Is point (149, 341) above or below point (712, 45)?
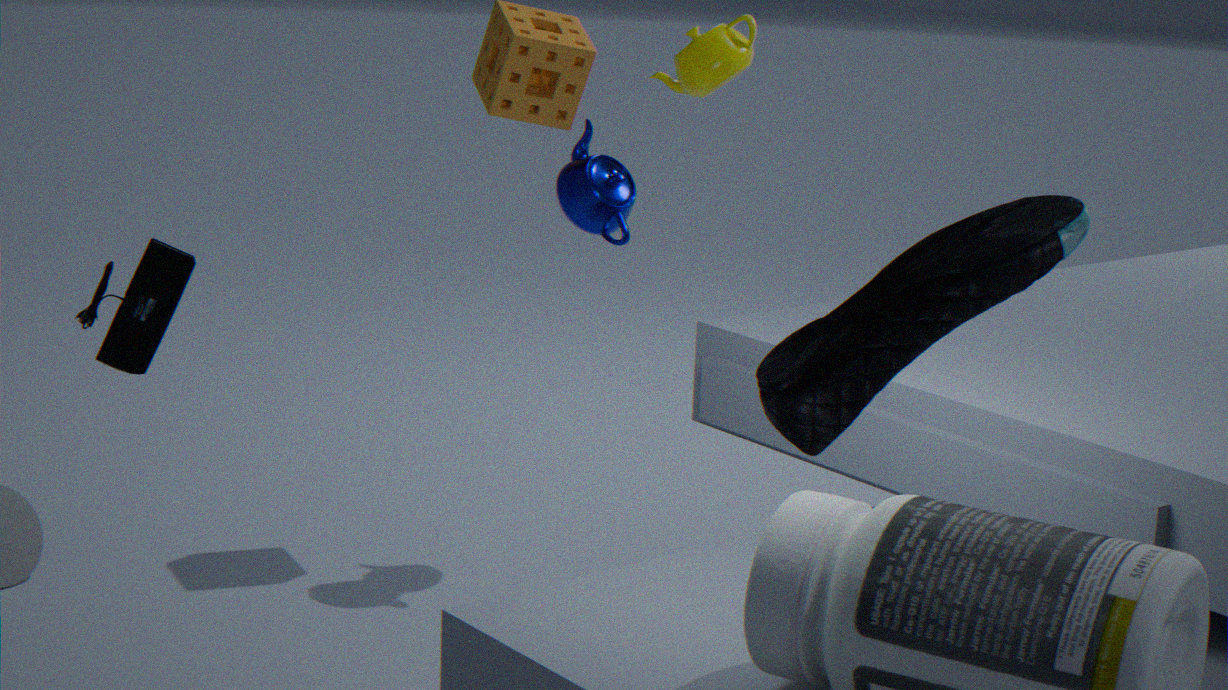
below
